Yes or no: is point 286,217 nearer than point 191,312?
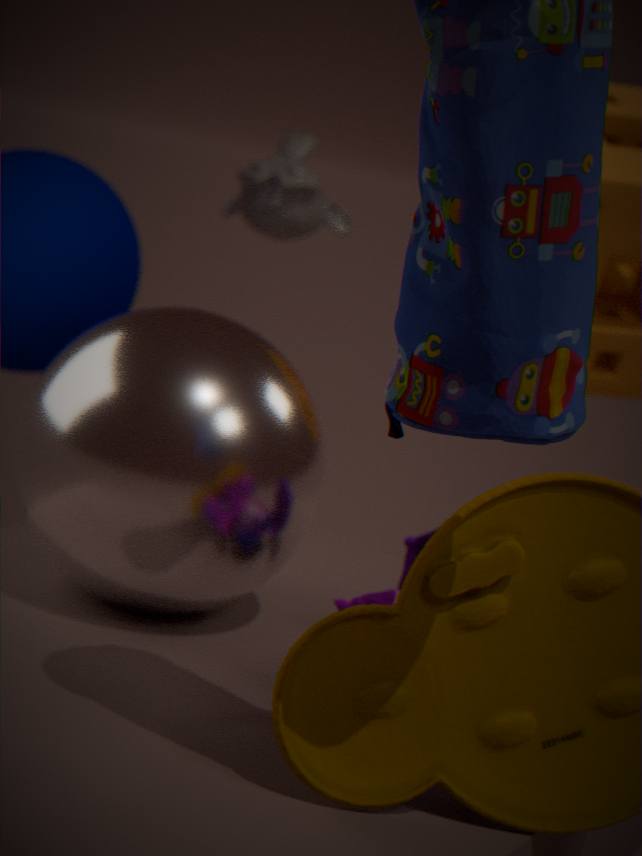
No
